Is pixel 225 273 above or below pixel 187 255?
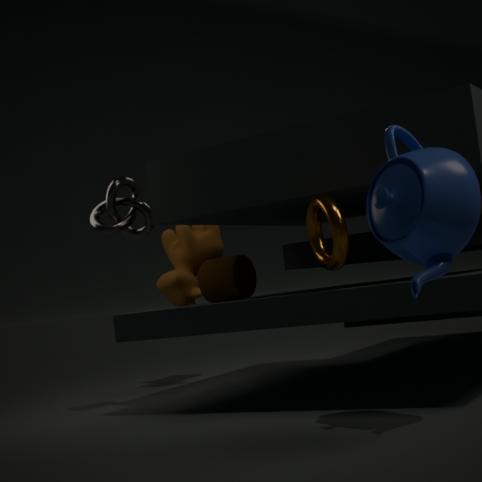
below
